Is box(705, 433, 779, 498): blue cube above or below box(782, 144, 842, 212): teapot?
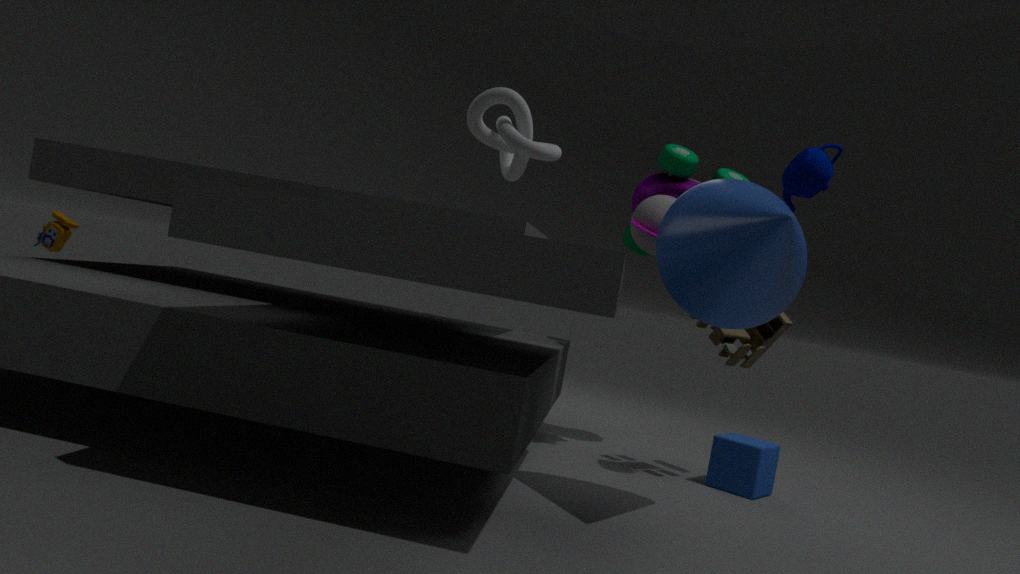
below
